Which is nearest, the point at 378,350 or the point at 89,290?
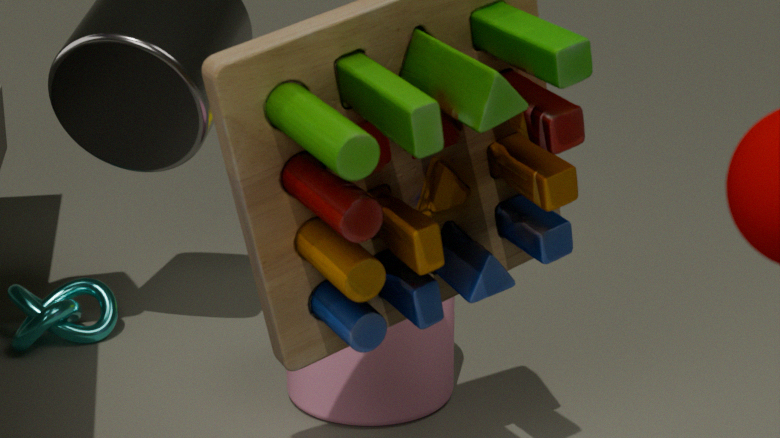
the point at 378,350
